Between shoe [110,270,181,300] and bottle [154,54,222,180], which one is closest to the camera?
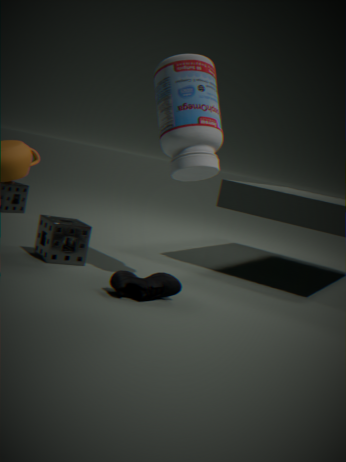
shoe [110,270,181,300]
